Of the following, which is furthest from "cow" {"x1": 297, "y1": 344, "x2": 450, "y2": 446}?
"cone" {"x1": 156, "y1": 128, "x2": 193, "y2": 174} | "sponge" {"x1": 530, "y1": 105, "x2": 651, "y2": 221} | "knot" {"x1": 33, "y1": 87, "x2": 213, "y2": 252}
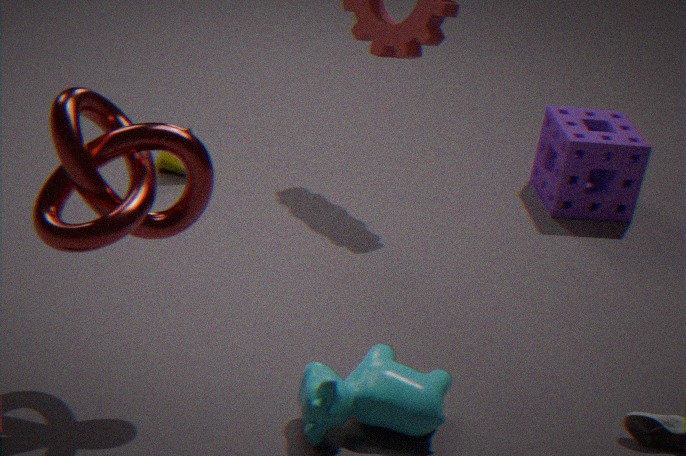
"sponge" {"x1": 530, "y1": 105, "x2": 651, "y2": 221}
